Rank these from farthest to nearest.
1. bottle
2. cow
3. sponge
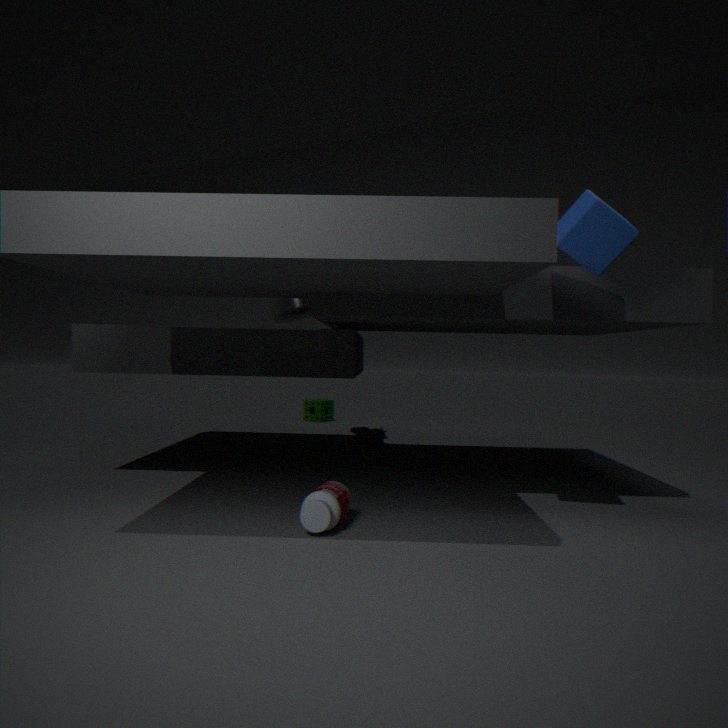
sponge → cow → bottle
